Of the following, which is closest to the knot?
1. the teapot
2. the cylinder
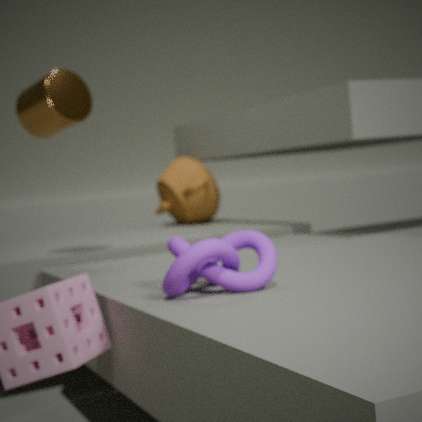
the cylinder
